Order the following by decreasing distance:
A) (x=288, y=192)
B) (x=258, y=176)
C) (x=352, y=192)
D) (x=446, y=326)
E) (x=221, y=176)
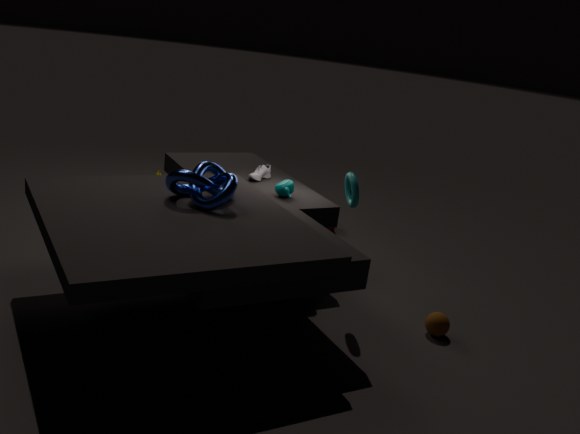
(x=258, y=176), (x=288, y=192), (x=446, y=326), (x=352, y=192), (x=221, y=176)
